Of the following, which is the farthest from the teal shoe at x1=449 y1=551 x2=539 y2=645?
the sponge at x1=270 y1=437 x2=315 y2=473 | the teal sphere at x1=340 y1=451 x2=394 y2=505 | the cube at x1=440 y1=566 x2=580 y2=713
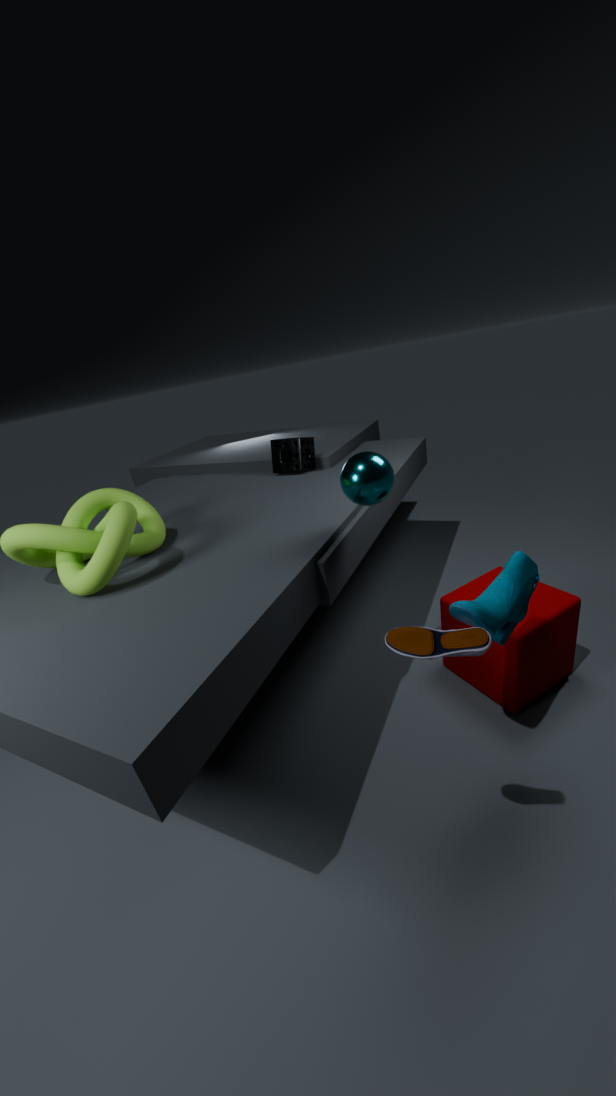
the sponge at x1=270 y1=437 x2=315 y2=473
